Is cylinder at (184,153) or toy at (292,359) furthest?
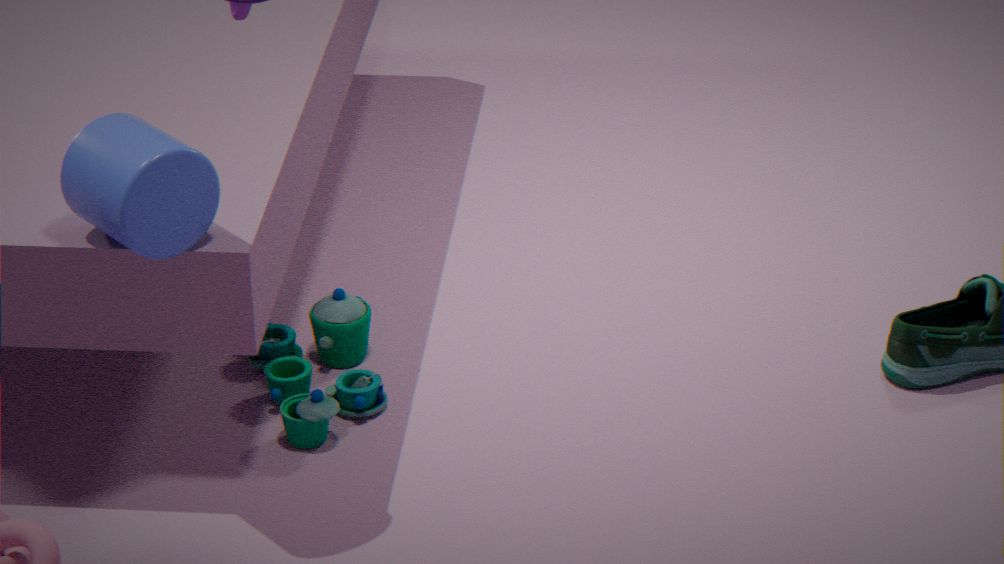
toy at (292,359)
